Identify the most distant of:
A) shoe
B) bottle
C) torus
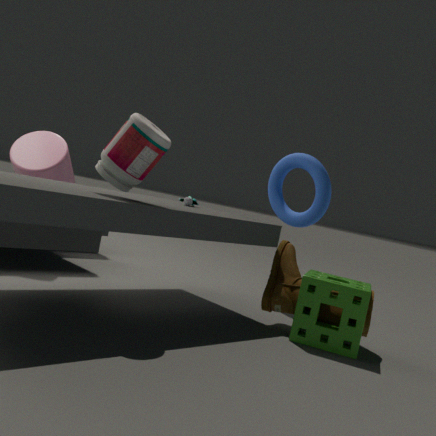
torus
